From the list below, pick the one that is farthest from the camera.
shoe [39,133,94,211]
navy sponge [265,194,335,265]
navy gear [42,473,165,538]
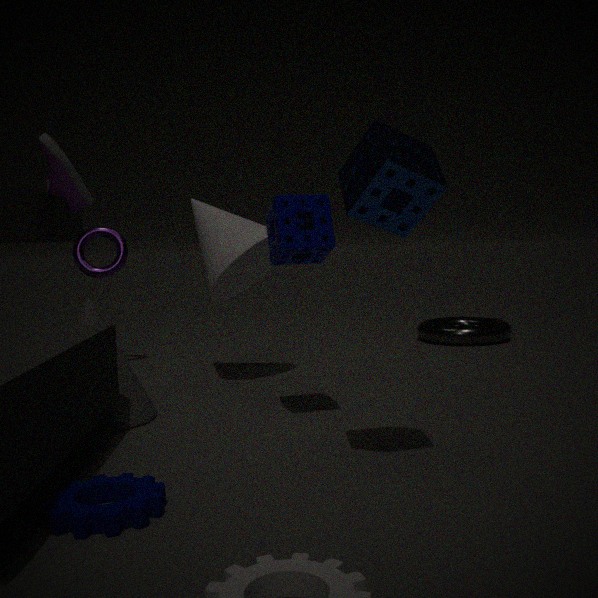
shoe [39,133,94,211]
